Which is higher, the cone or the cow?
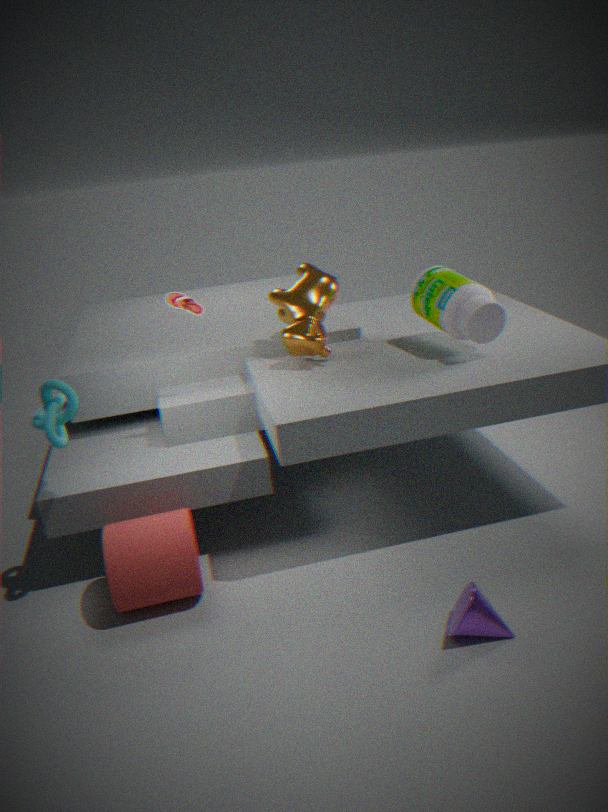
the cow
